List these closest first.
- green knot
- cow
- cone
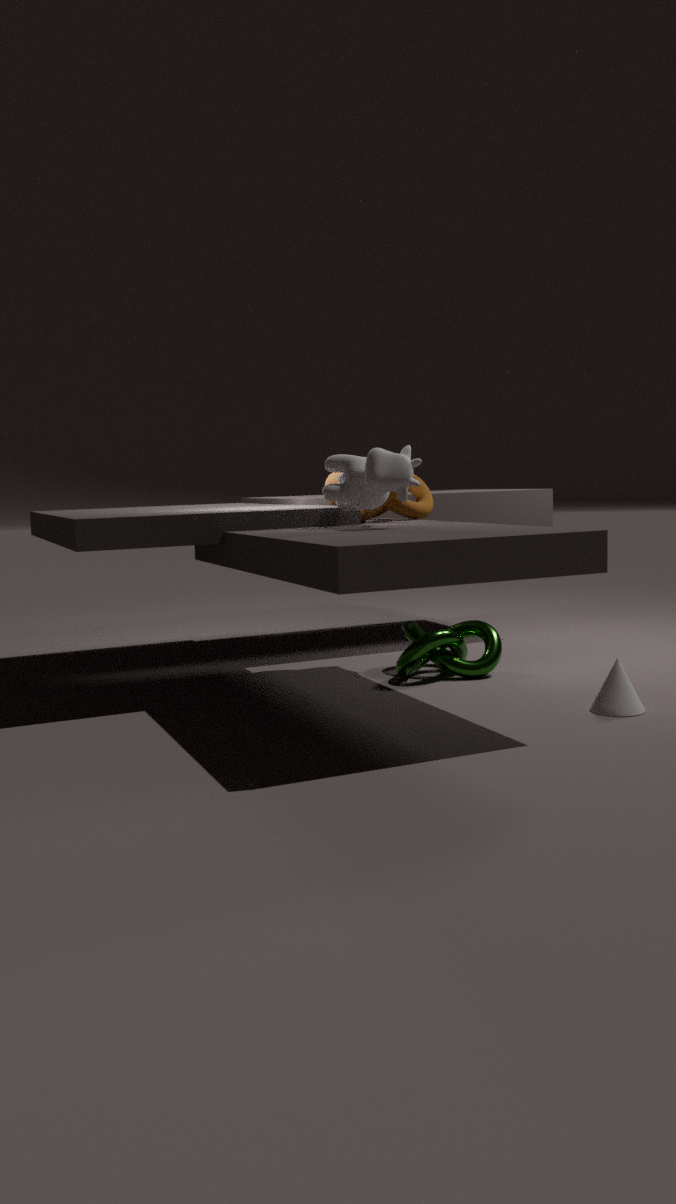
cone < cow < green knot
